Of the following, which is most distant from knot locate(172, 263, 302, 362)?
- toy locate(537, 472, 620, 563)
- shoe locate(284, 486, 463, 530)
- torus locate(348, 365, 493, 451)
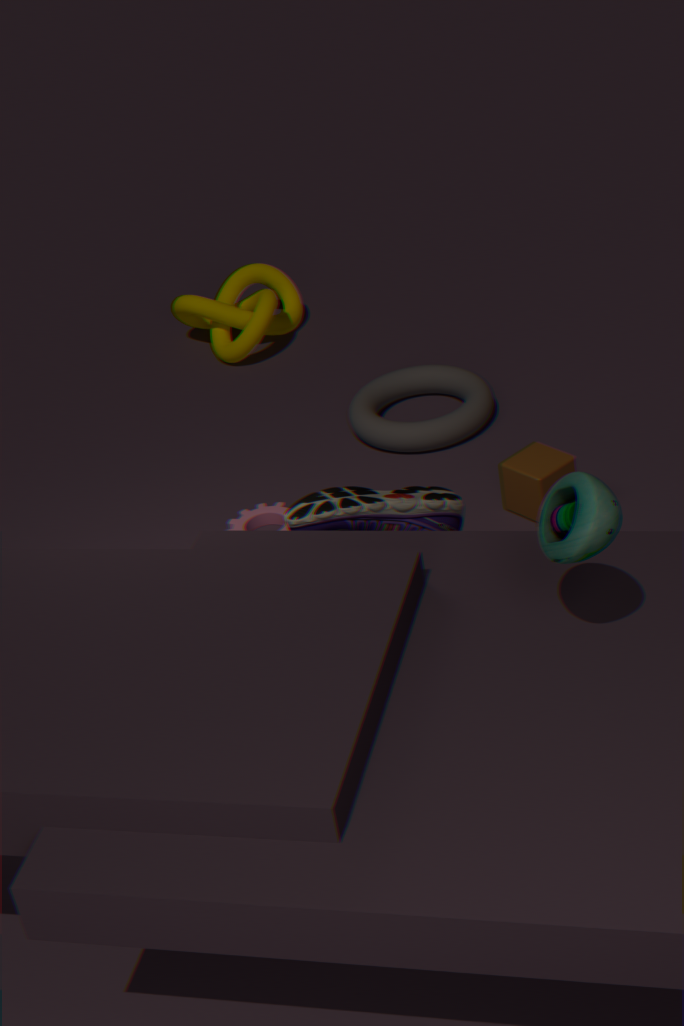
toy locate(537, 472, 620, 563)
